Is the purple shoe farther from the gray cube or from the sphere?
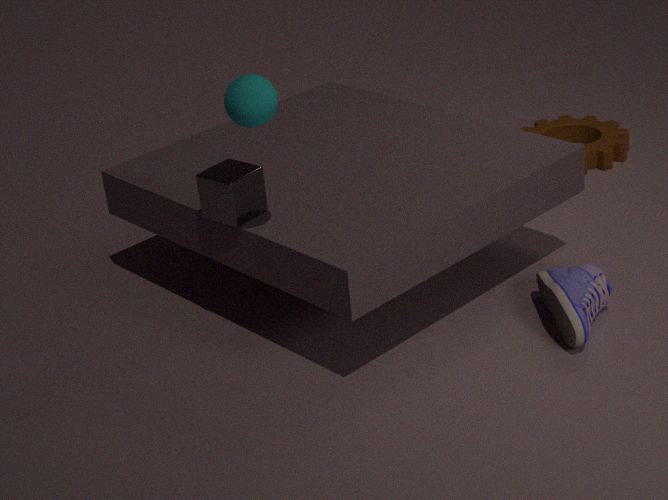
the sphere
